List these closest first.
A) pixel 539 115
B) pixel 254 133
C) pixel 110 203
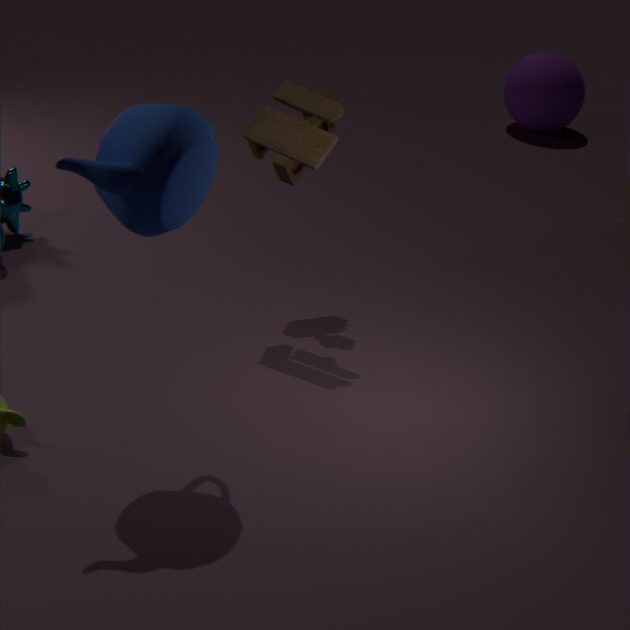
pixel 110 203
pixel 254 133
pixel 539 115
